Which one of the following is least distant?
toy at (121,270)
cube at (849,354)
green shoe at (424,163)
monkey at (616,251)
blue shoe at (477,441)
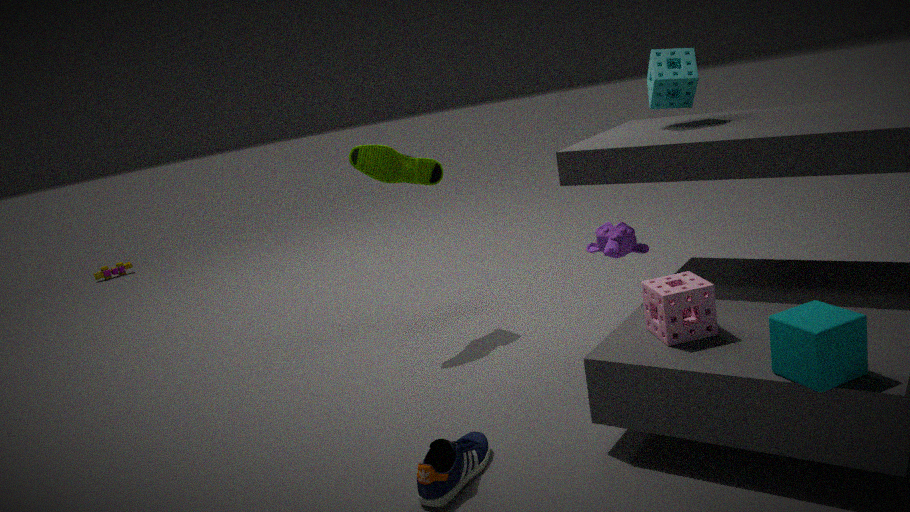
cube at (849,354)
